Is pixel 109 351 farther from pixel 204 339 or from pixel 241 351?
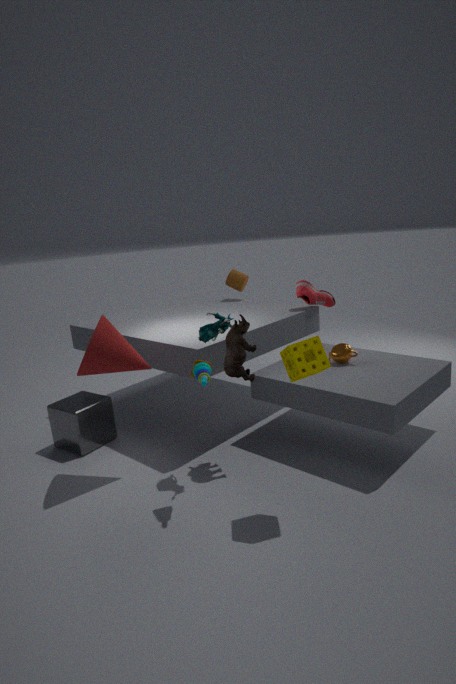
pixel 241 351
